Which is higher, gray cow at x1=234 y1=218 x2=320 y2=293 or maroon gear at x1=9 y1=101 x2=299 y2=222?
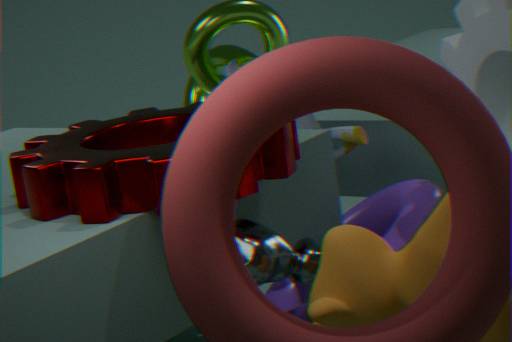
maroon gear at x1=9 y1=101 x2=299 y2=222
